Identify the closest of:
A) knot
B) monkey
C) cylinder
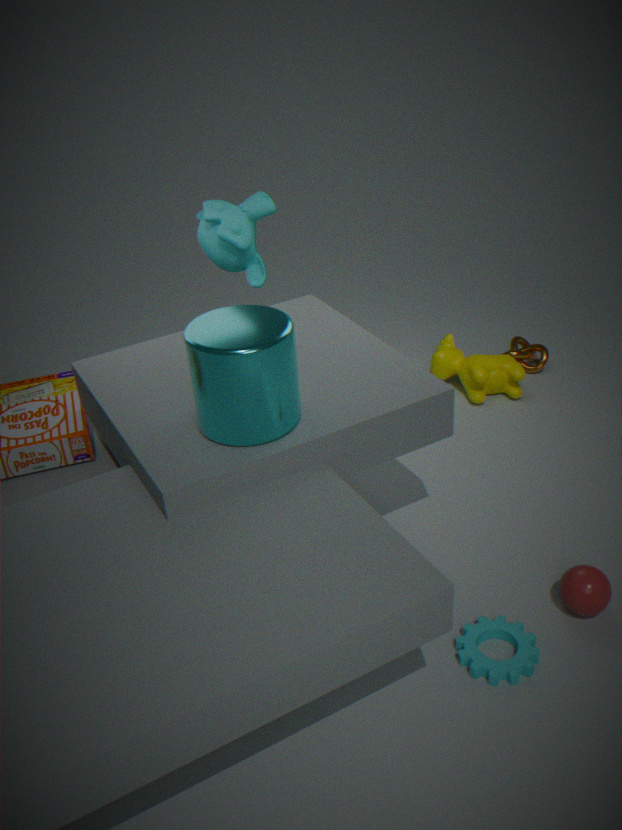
cylinder
